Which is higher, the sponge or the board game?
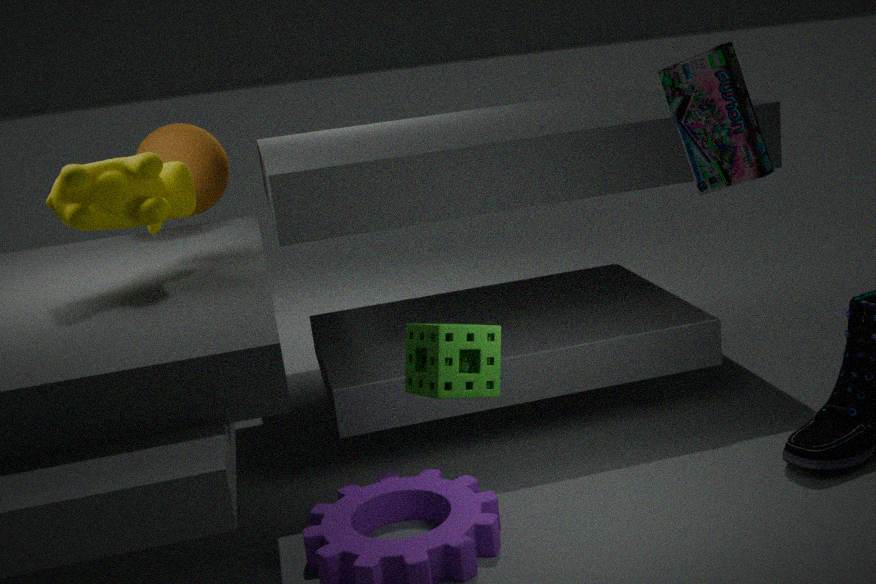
the board game
